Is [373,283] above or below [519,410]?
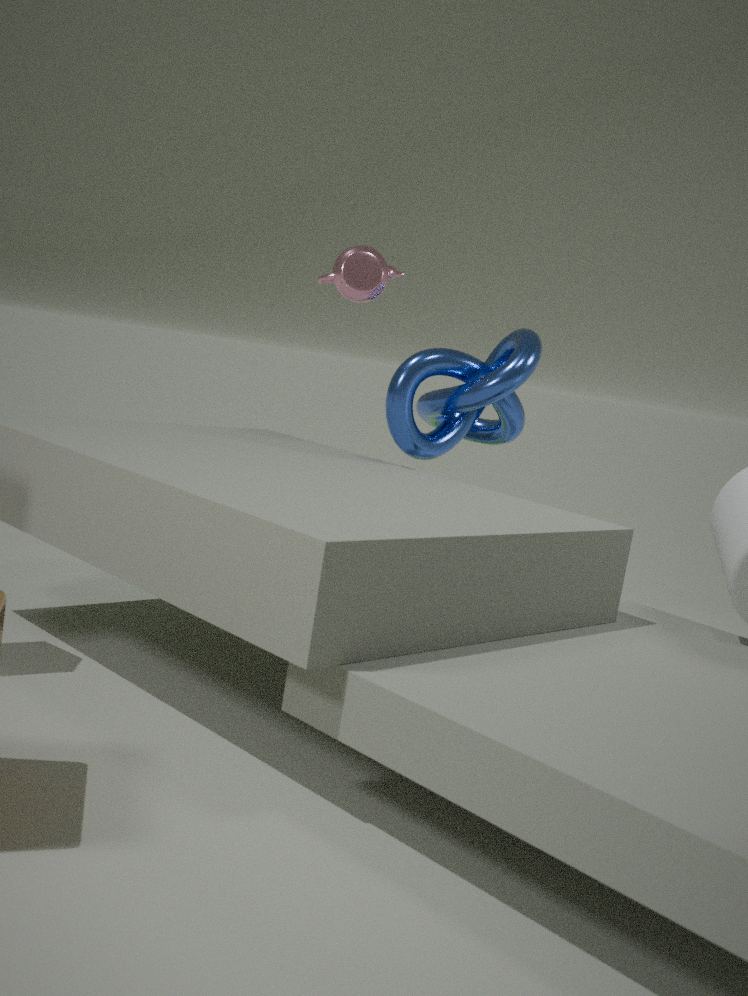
above
